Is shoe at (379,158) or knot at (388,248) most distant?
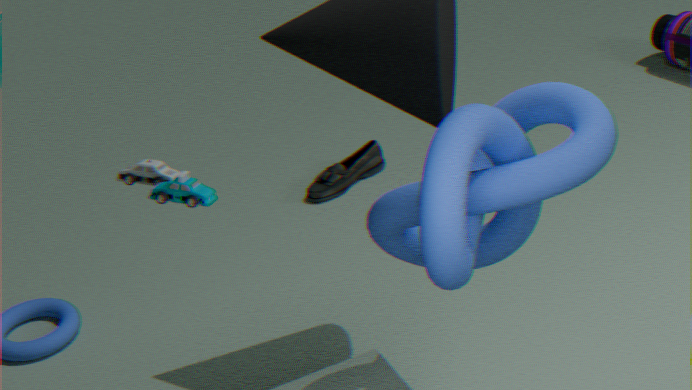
shoe at (379,158)
